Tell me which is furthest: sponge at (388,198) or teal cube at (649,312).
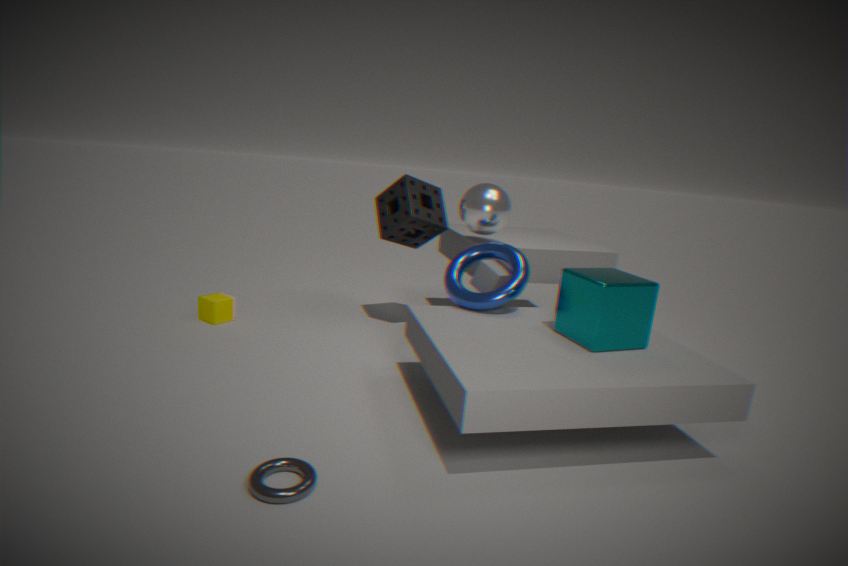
sponge at (388,198)
